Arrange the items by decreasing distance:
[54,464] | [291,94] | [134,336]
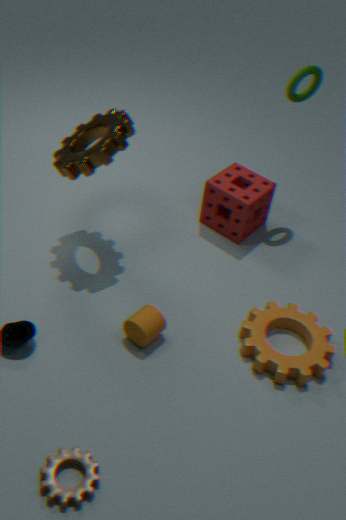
1. [291,94]
2. [134,336]
3. [54,464]
